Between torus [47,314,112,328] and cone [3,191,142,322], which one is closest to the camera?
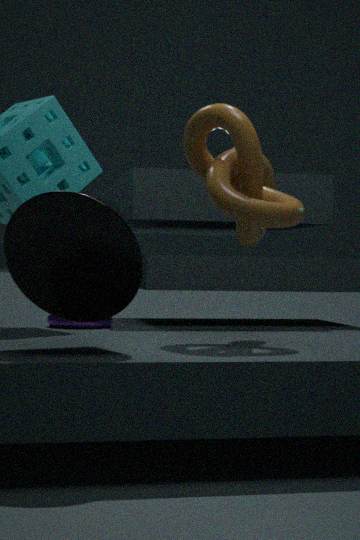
cone [3,191,142,322]
